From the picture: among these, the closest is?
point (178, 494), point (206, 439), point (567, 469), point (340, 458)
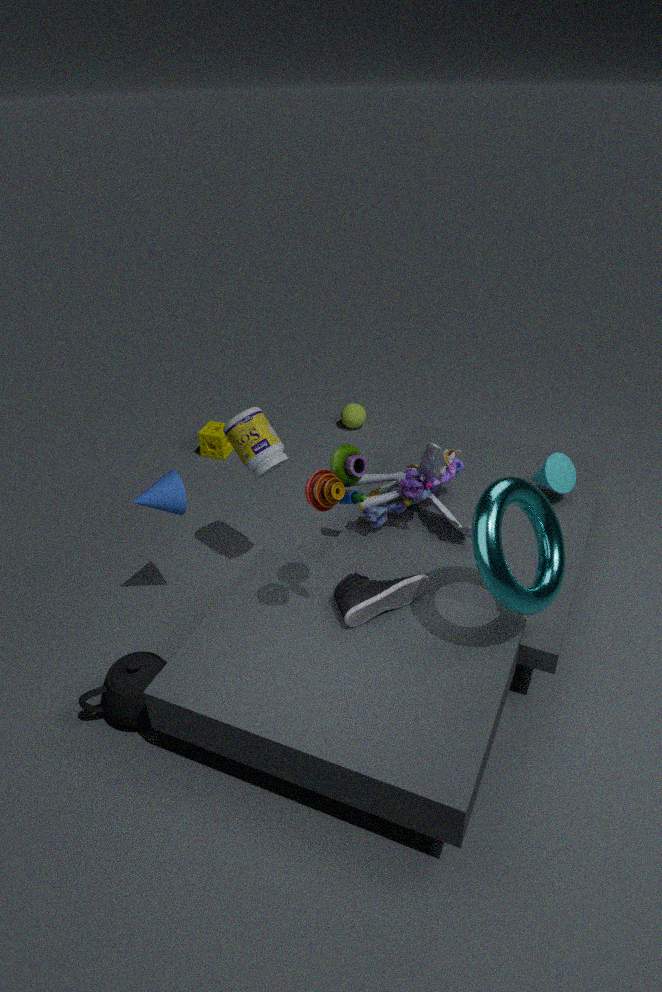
point (340, 458)
